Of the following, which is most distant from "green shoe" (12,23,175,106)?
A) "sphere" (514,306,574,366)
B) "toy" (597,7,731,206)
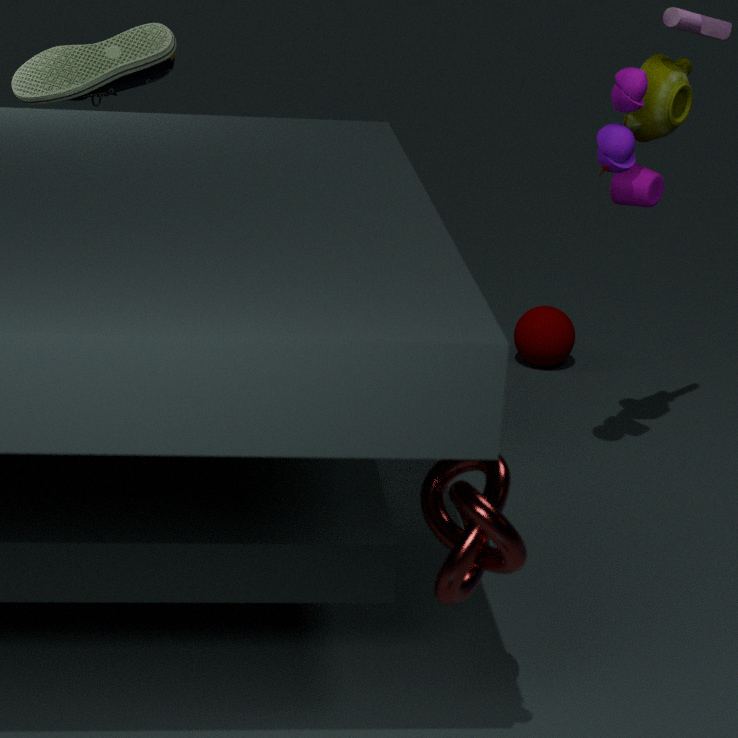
"sphere" (514,306,574,366)
